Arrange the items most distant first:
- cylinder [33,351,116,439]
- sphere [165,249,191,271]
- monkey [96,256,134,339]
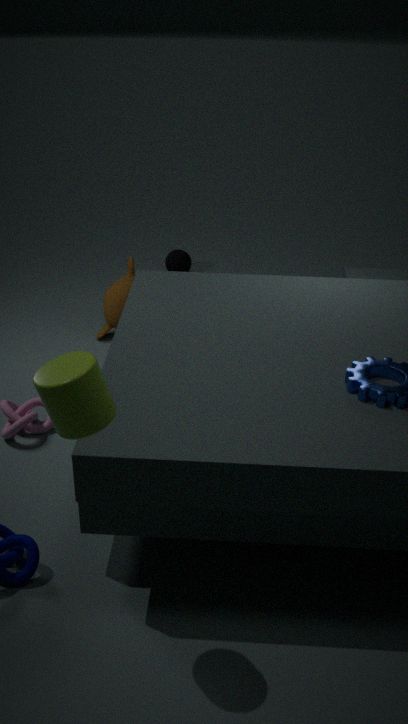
sphere [165,249,191,271] → monkey [96,256,134,339] → cylinder [33,351,116,439]
